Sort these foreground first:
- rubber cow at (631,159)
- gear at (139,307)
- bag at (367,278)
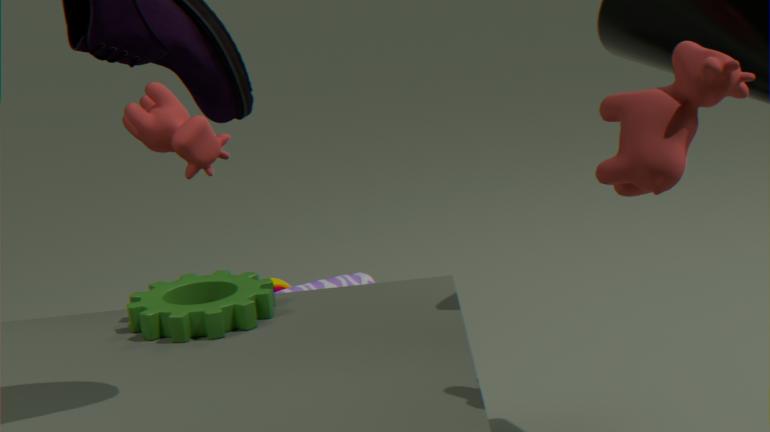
rubber cow at (631,159), gear at (139,307), bag at (367,278)
